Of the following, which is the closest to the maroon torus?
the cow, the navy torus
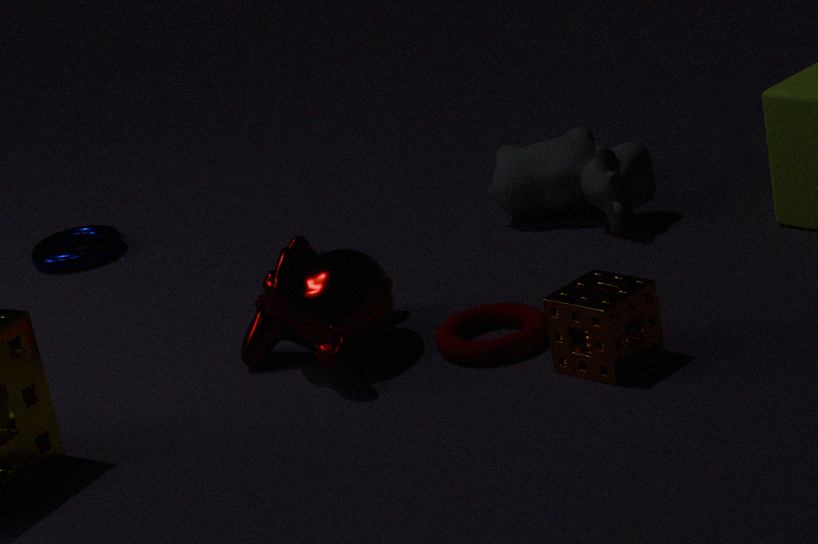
the cow
